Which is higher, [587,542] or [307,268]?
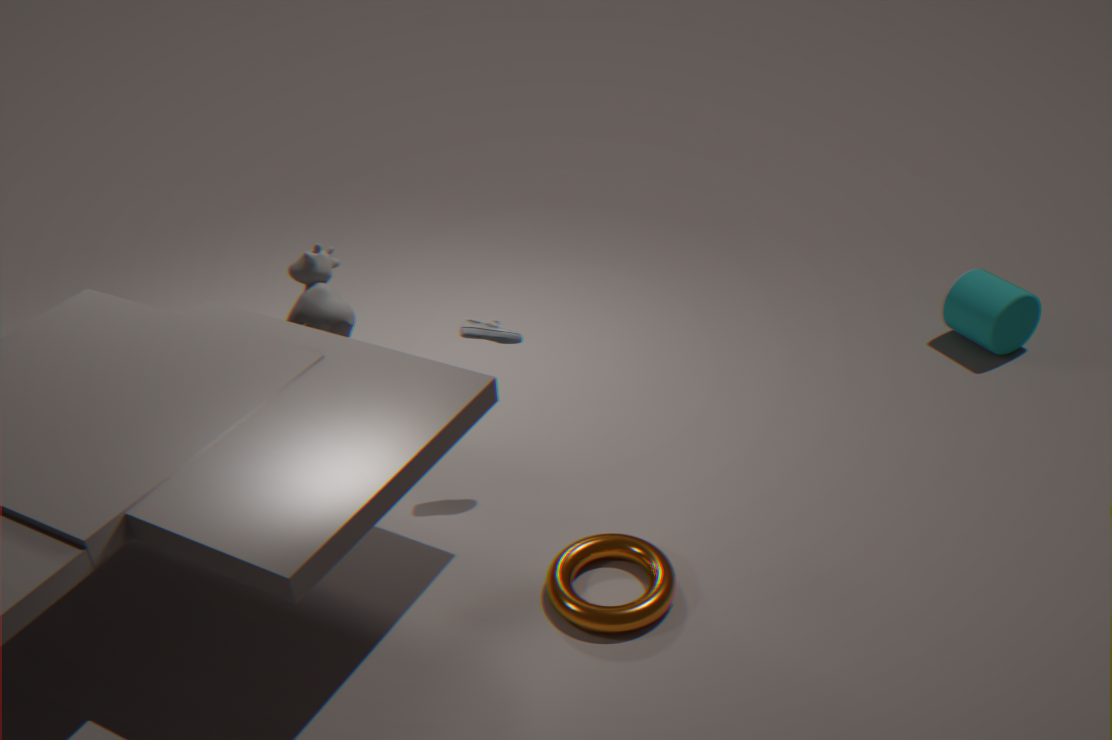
[307,268]
